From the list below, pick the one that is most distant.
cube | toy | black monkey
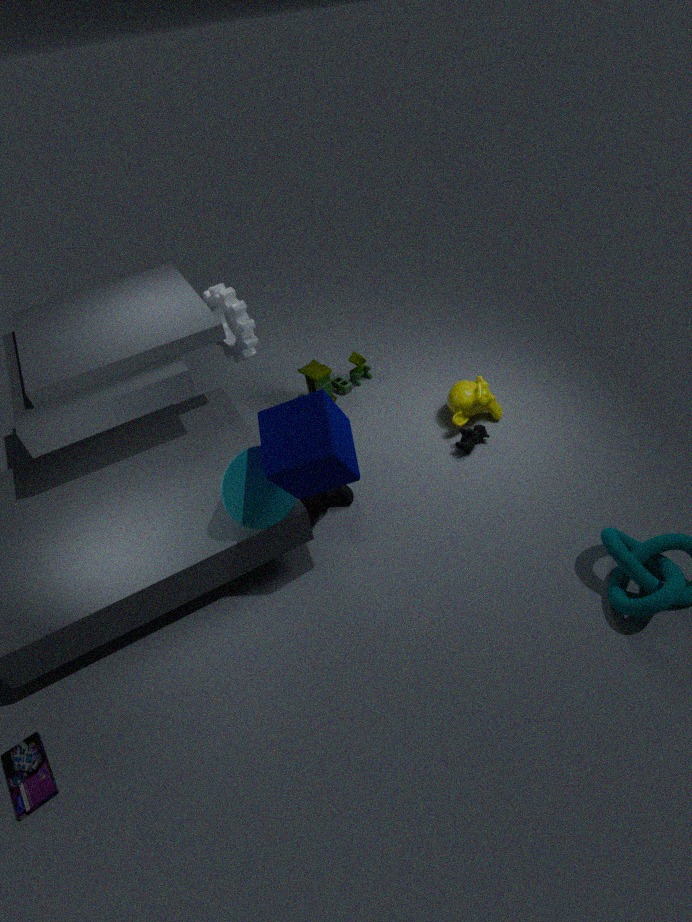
toy
